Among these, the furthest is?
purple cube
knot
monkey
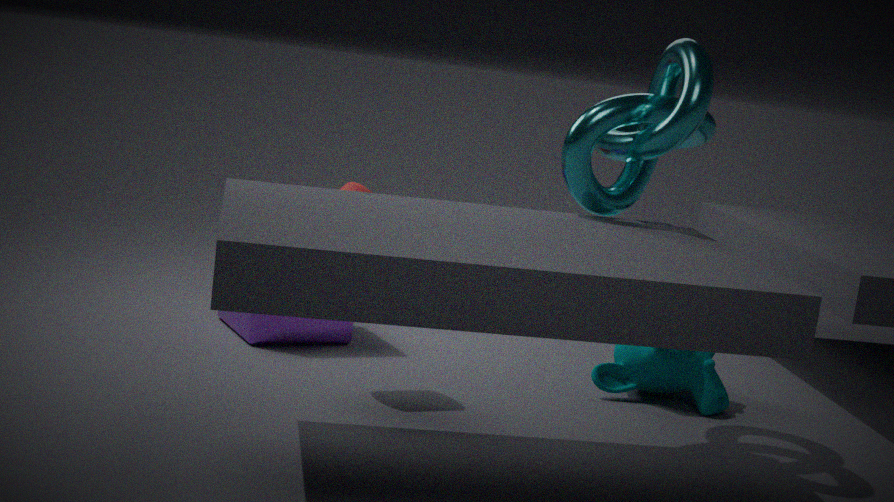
purple cube
